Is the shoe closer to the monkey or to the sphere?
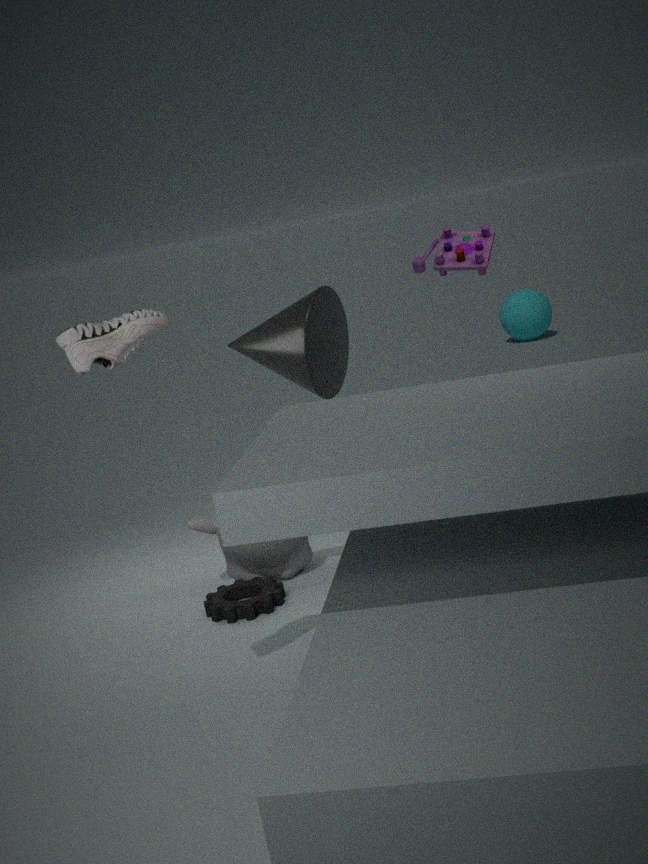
the monkey
